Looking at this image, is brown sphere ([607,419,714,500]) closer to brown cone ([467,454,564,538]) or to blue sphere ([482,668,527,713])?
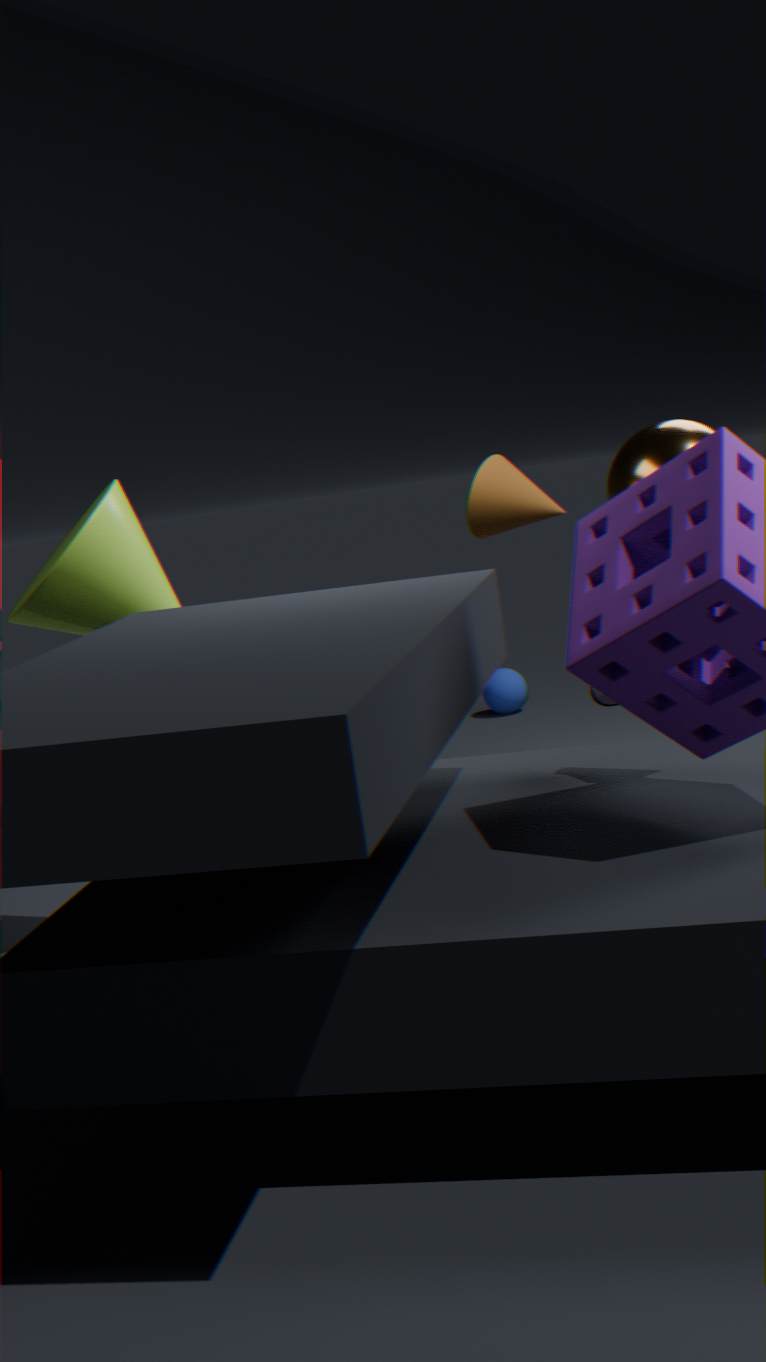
brown cone ([467,454,564,538])
